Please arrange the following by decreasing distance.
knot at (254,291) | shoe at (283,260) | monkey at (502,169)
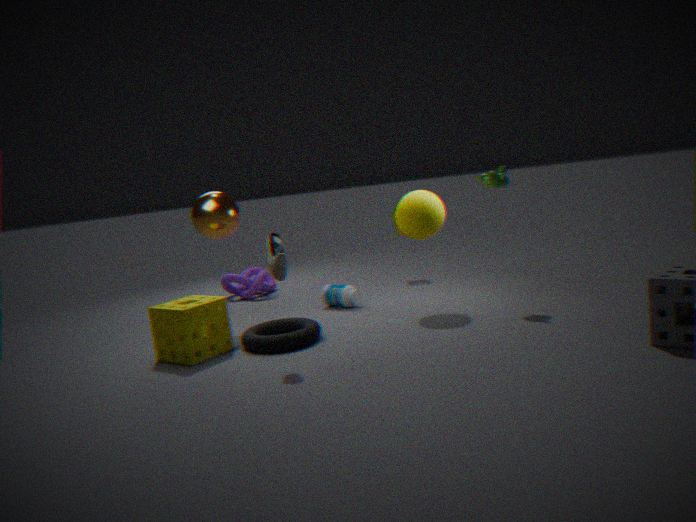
knot at (254,291) < monkey at (502,169) < shoe at (283,260)
